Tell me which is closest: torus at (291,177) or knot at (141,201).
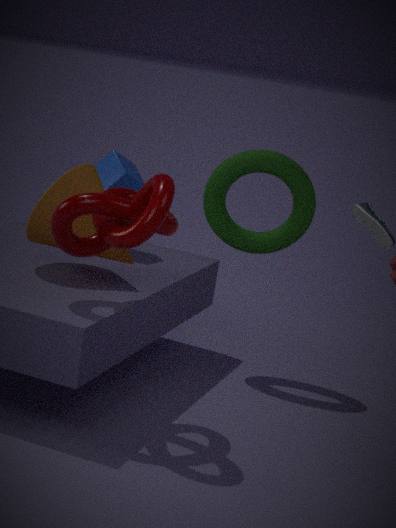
knot at (141,201)
